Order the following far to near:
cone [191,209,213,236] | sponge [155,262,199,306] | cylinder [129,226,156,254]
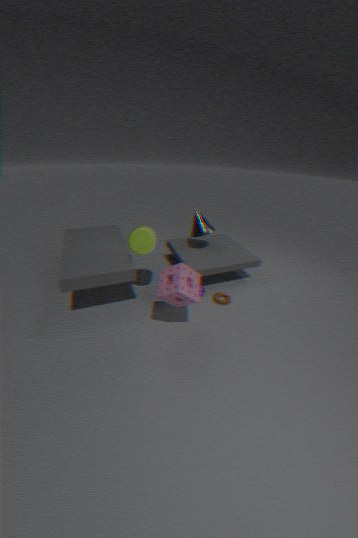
cone [191,209,213,236] → cylinder [129,226,156,254] → sponge [155,262,199,306]
